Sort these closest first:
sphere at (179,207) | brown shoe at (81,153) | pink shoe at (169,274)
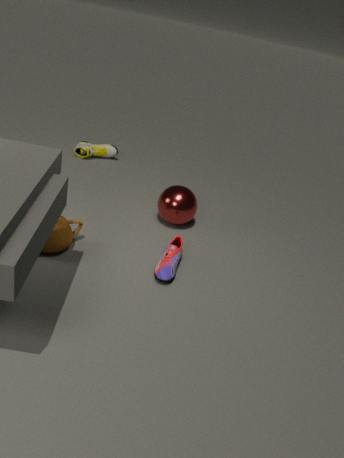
pink shoe at (169,274) < sphere at (179,207) < brown shoe at (81,153)
